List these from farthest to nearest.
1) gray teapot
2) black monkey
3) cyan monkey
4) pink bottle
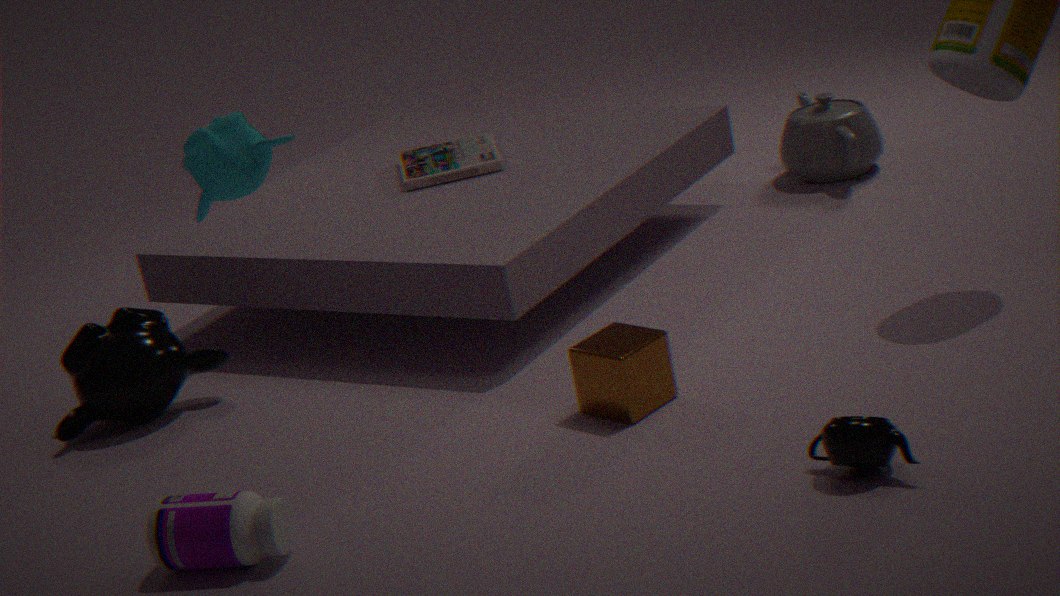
1. gray teapot → 2. black monkey → 4. pink bottle → 3. cyan monkey
